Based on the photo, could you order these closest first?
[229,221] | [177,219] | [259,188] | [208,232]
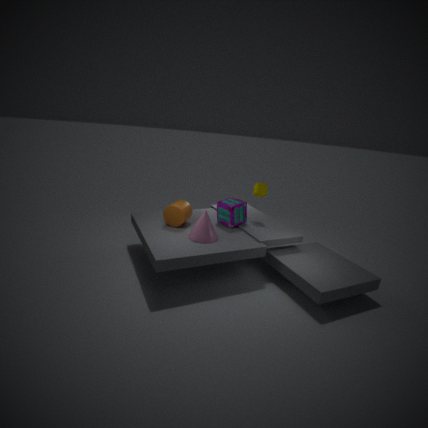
[208,232], [177,219], [229,221], [259,188]
